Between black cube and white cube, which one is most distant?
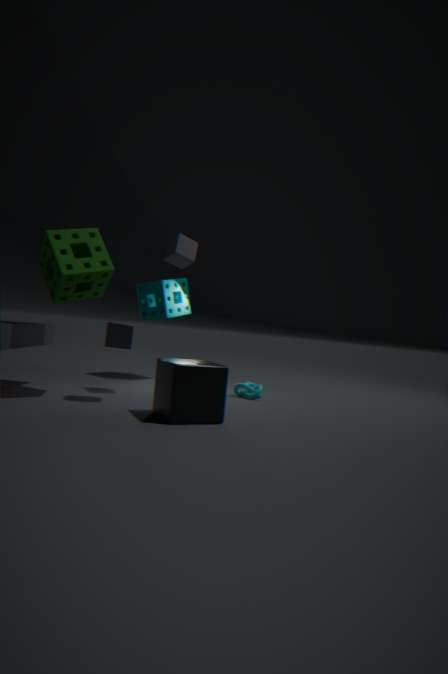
white cube
